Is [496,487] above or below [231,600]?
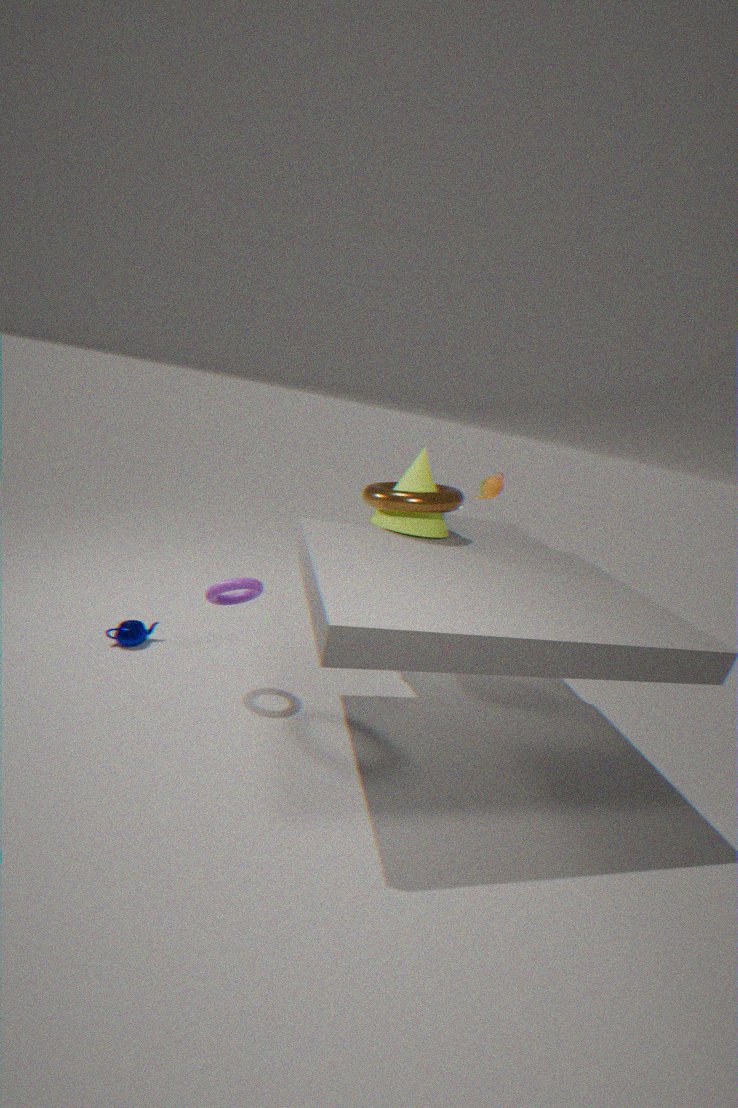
above
